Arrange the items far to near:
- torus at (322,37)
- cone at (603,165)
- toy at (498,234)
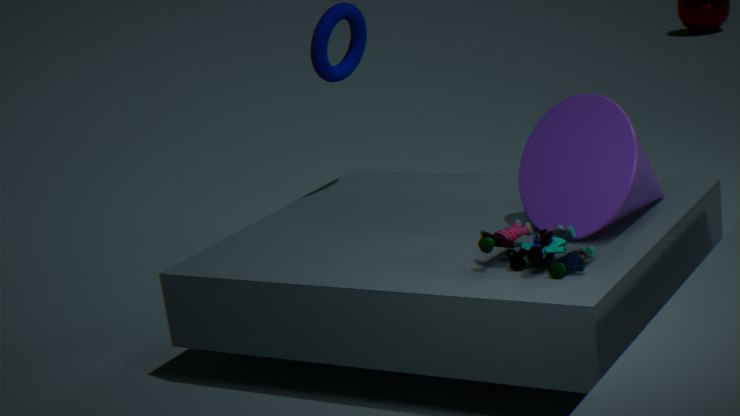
torus at (322,37) → cone at (603,165) → toy at (498,234)
